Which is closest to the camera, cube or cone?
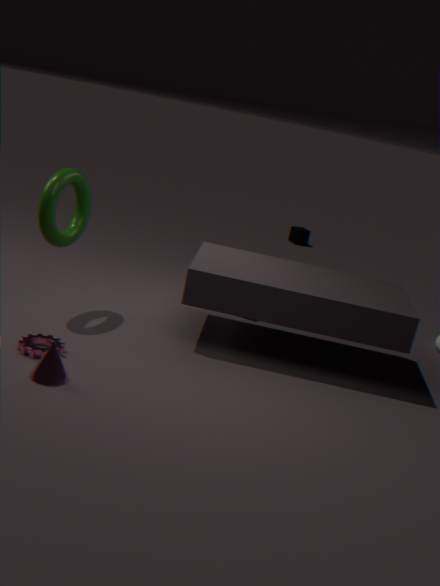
cone
